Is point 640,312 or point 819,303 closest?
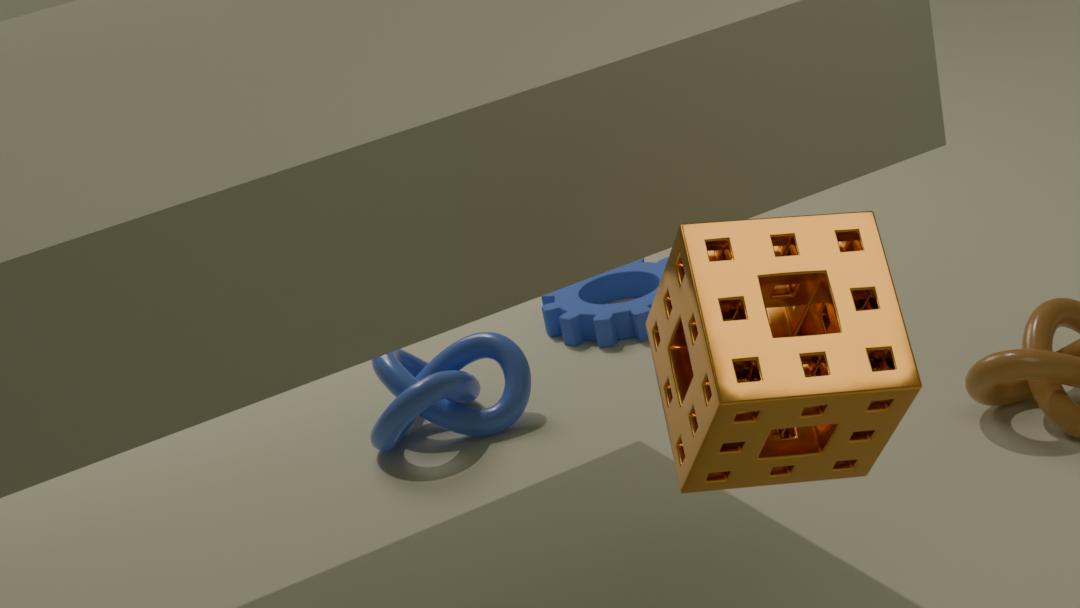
point 819,303
